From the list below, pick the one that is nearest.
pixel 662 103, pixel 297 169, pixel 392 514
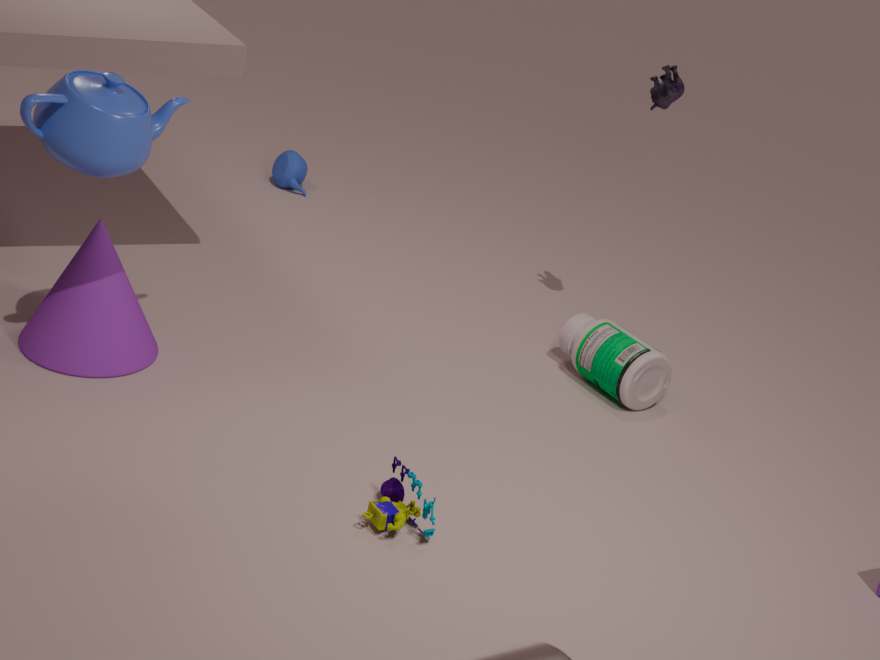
pixel 392 514
